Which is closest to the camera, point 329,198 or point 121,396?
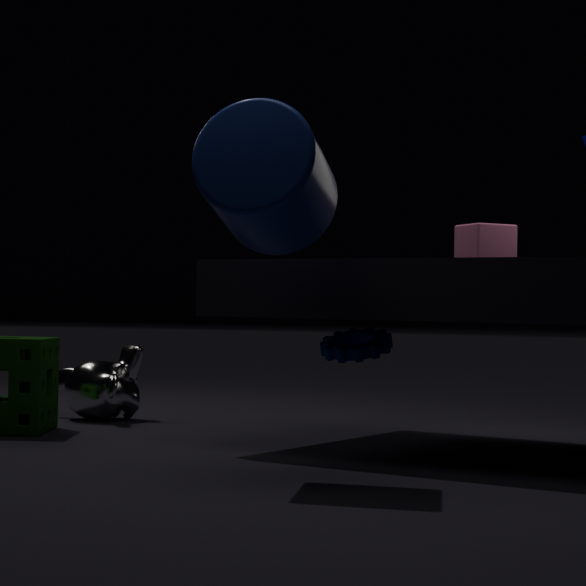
point 329,198
